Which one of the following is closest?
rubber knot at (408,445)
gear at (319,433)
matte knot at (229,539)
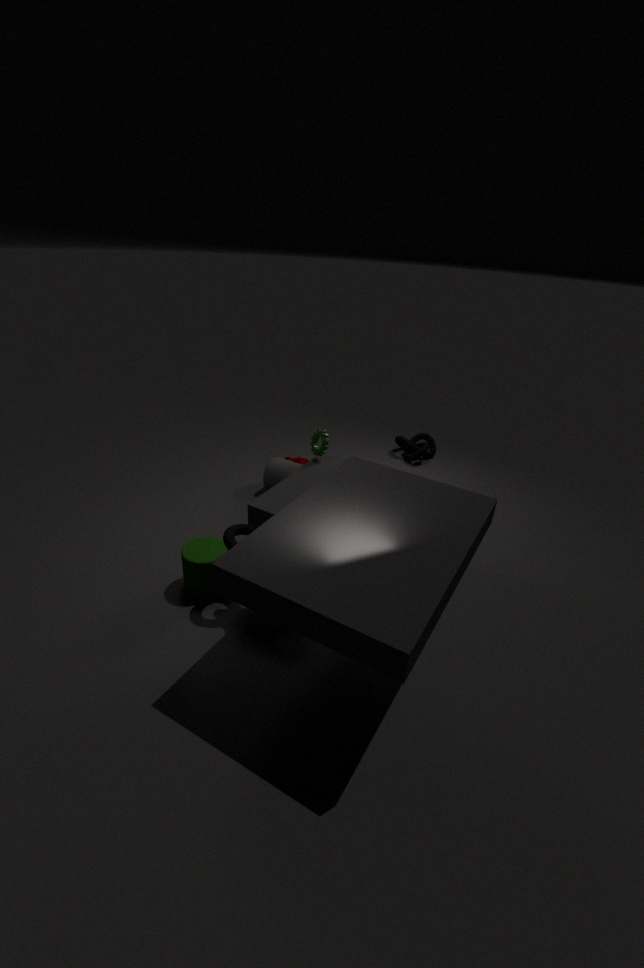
matte knot at (229,539)
